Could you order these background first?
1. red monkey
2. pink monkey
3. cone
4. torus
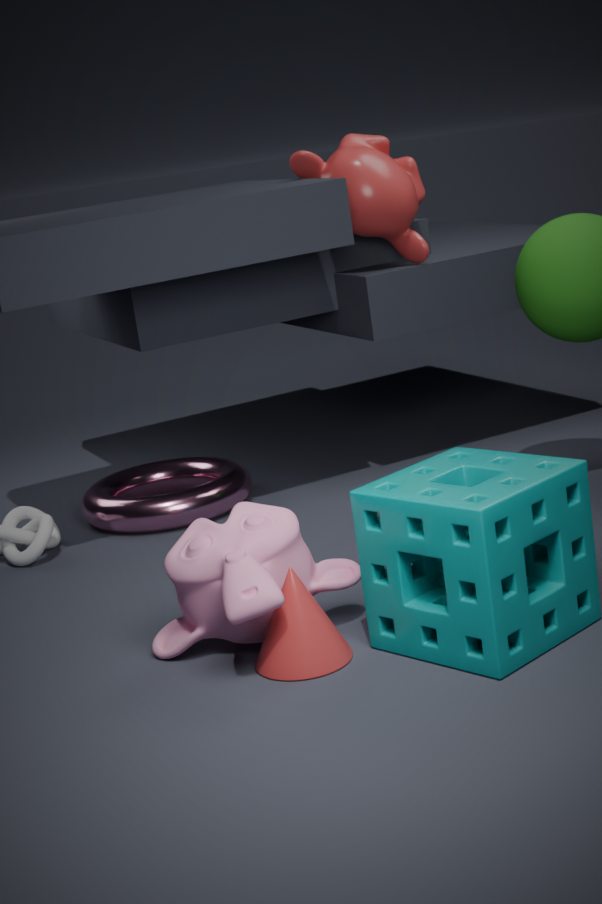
1. red monkey
2. torus
3. cone
4. pink monkey
